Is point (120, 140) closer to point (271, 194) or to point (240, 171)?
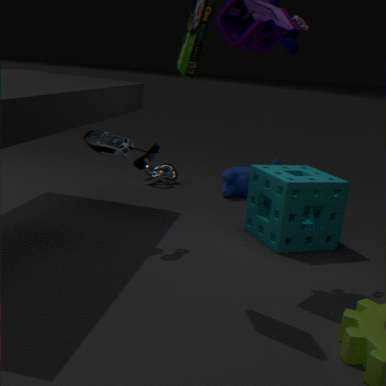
point (271, 194)
